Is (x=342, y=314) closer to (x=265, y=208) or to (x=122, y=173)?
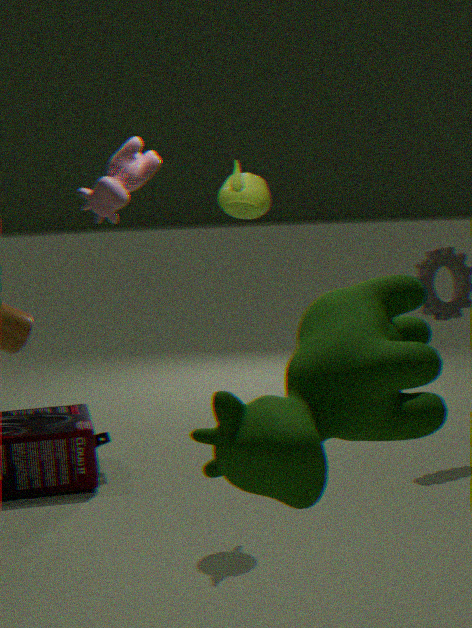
(x=122, y=173)
